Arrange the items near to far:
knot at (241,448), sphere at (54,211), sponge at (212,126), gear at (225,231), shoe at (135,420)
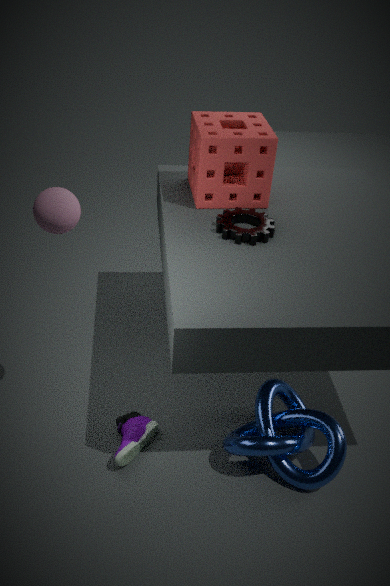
sphere at (54,211) → knot at (241,448) → shoe at (135,420) → gear at (225,231) → sponge at (212,126)
